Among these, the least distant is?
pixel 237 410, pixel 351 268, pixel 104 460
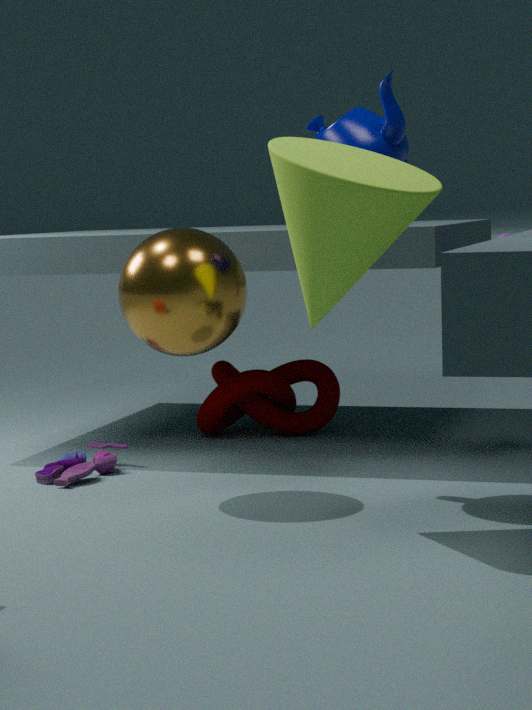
pixel 351 268
